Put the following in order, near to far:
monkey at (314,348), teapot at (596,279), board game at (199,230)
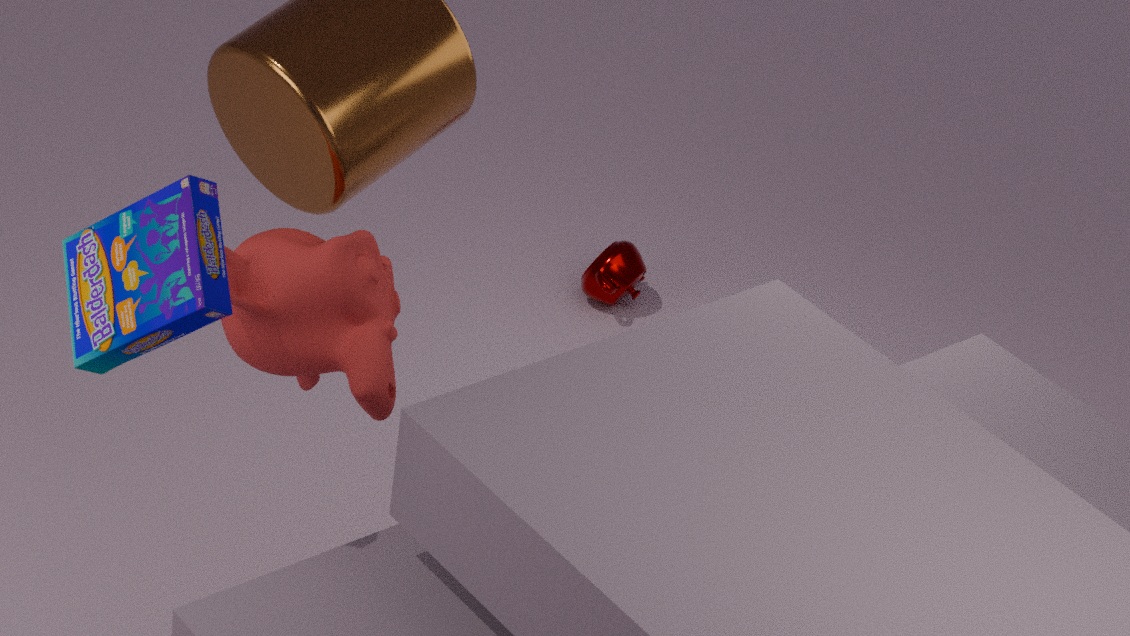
1. board game at (199,230)
2. monkey at (314,348)
3. teapot at (596,279)
